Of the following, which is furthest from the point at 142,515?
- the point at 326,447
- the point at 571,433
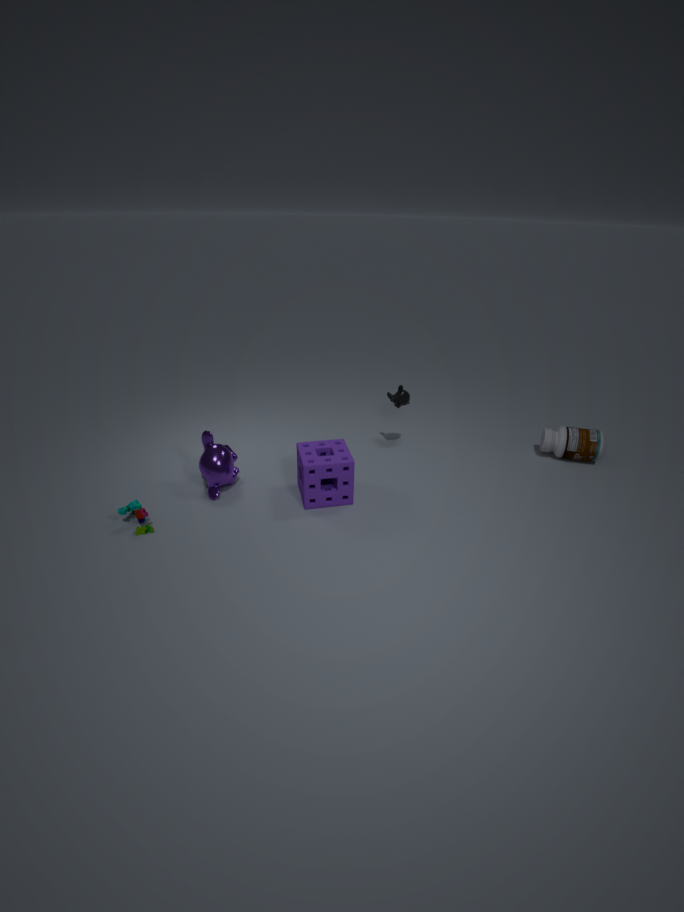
the point at 571,433
